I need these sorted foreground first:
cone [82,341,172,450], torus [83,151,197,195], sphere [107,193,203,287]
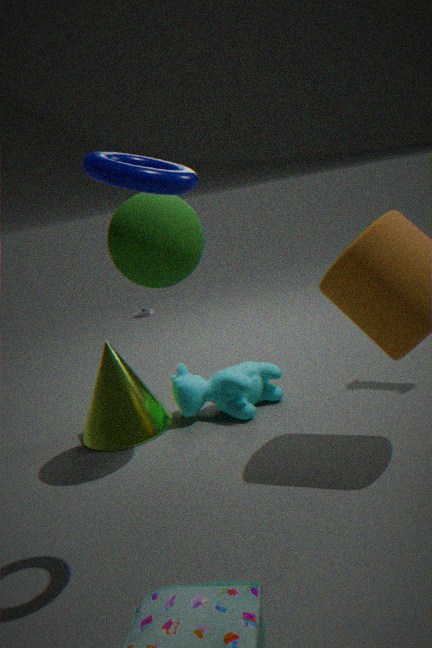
1. torus [83,151,197,195]
2. sphere [107,193,203,287]
3. cone [82,341,172,450]
